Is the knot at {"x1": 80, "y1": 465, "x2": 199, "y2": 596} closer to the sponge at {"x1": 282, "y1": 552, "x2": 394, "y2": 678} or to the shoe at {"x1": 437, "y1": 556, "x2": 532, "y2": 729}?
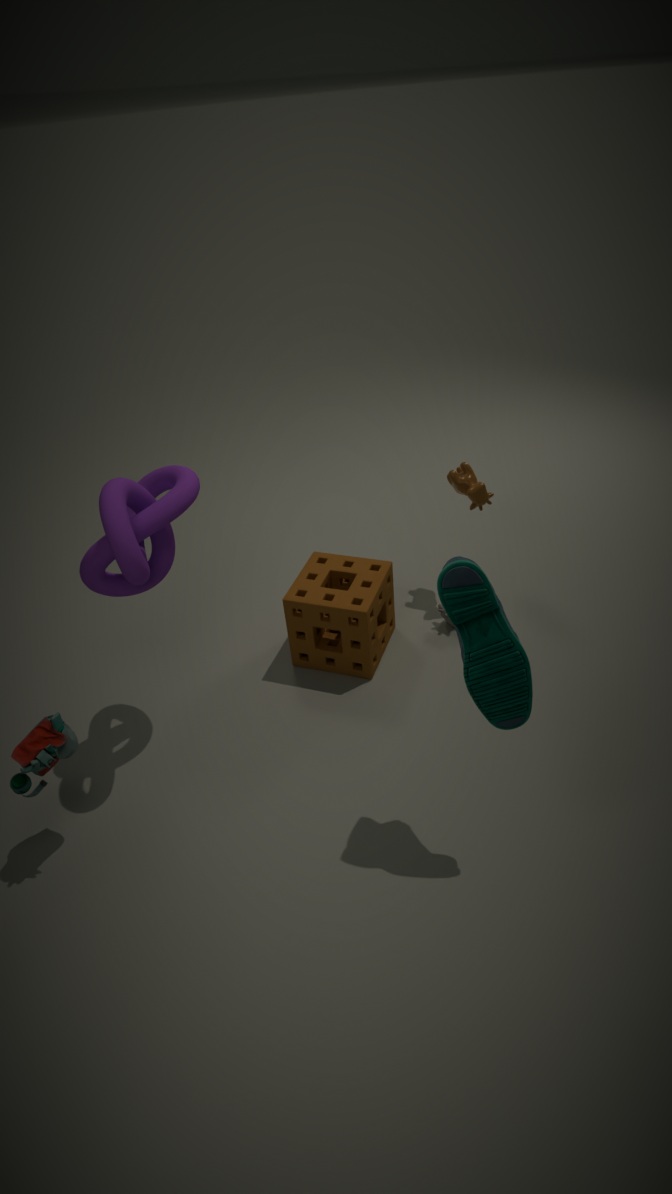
the sponge at {"x1": 282, "y1": 552, "x2": 394, "y2": 678}
